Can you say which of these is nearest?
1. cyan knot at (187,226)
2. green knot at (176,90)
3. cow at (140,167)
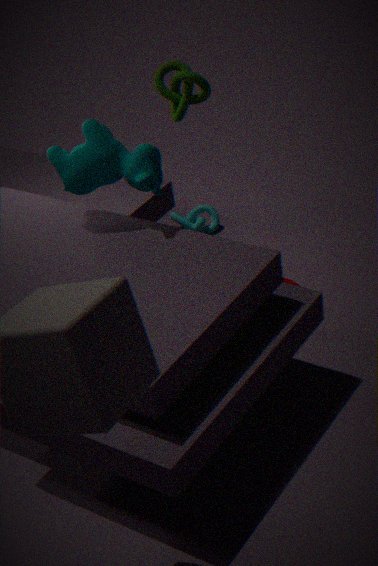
cow at (140,167)
